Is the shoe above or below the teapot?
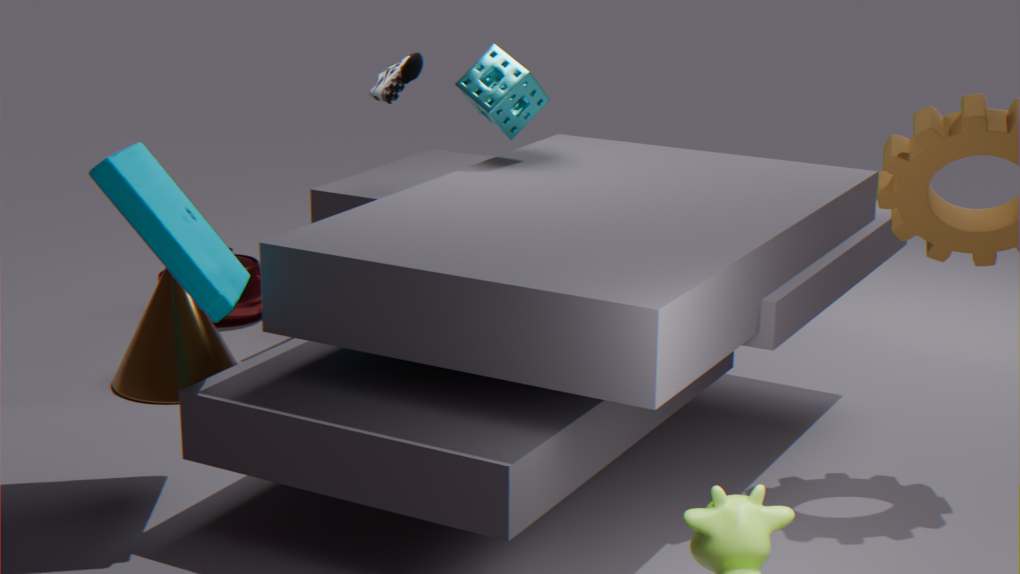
above
